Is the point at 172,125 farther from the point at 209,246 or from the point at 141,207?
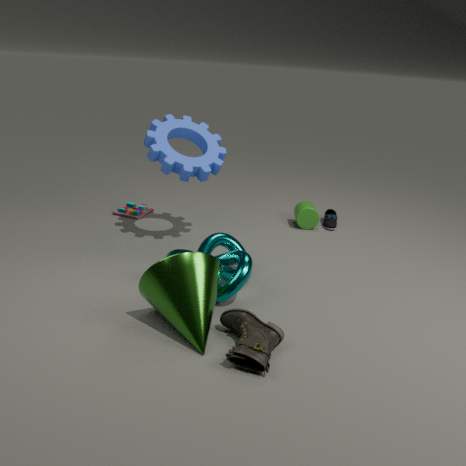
the point at 209,246
